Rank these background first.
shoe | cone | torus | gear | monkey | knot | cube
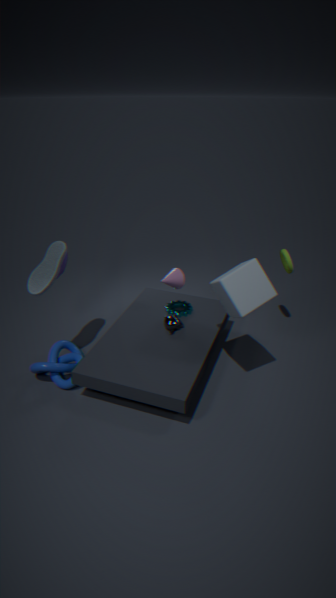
gear → torus → cone → monkey → knot → shoe → cube
